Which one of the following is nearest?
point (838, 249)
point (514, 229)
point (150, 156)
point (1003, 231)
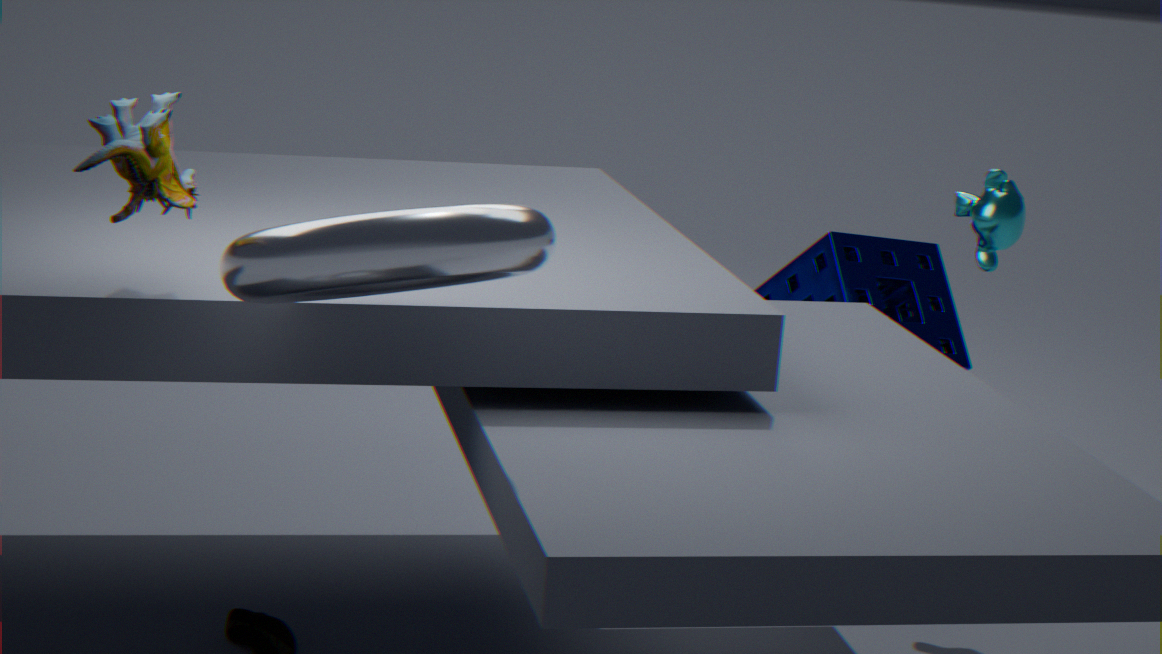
point (514, 229)
